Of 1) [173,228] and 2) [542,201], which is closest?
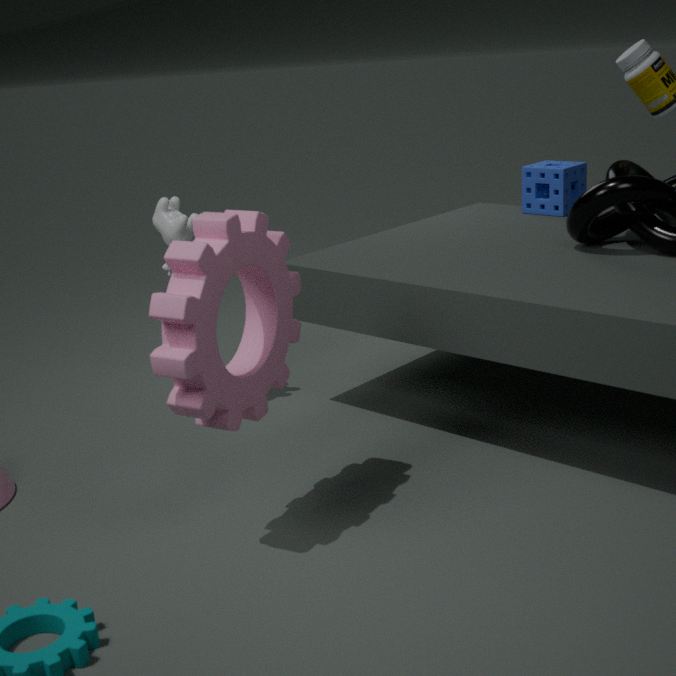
1. [173,228]
